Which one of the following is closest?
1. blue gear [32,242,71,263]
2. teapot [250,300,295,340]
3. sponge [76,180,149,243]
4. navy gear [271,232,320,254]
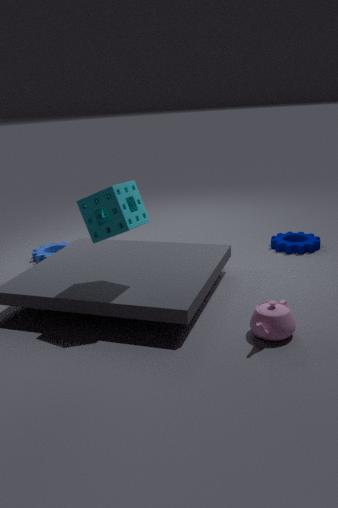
teapot [250,300,295,340]
